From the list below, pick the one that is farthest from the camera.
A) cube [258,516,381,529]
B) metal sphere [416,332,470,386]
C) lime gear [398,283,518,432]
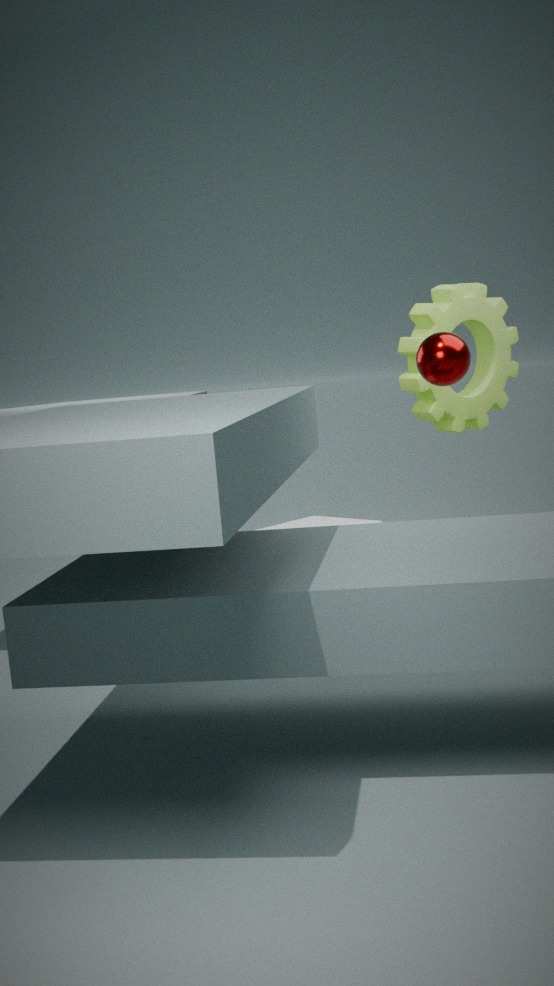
cube [258,516,381,529]
